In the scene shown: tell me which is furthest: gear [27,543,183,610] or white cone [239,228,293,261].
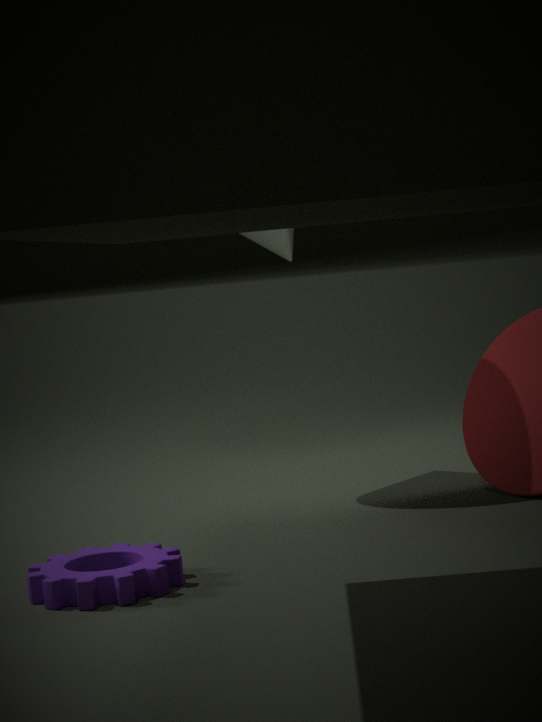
white cone [239,228,293,261]
